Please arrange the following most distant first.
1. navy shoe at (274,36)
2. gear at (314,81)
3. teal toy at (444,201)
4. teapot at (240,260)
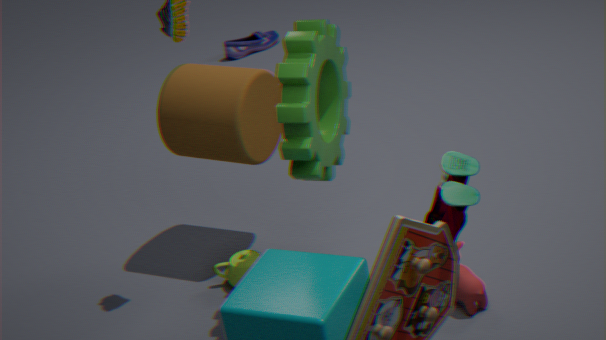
navy shoe at (274,36), teapot at (240,260), gear at (314,81), teal toy at (444,201)
